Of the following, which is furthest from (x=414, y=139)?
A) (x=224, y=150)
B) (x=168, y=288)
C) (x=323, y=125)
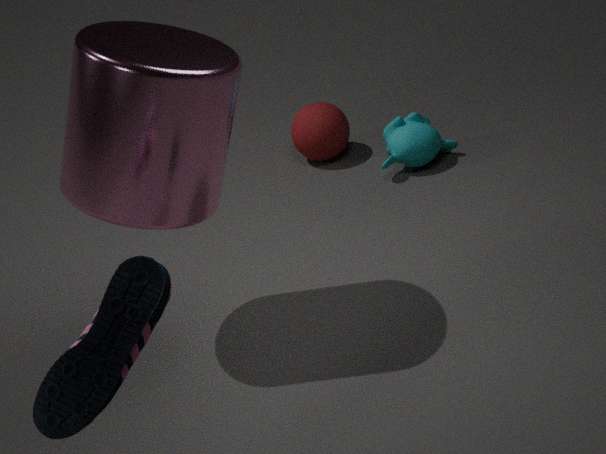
(x=168, y=288)
